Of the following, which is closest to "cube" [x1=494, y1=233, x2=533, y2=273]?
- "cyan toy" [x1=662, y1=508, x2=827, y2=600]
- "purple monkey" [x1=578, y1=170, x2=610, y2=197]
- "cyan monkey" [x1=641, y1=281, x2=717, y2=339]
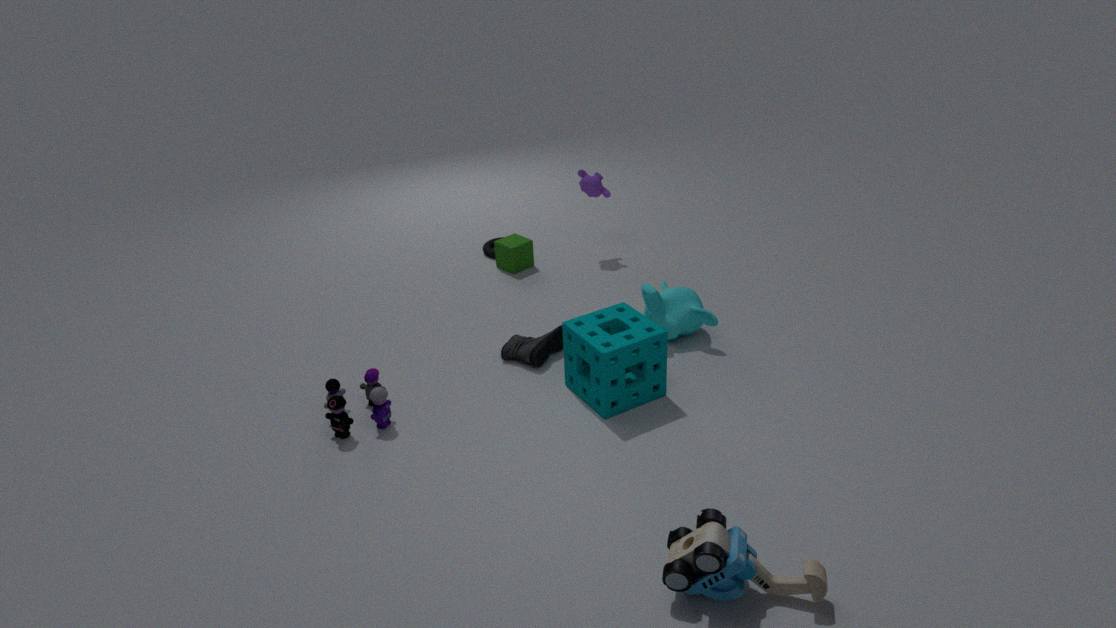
"purple monkey" [x1=578, y1=170, x2=610, y2=197]
